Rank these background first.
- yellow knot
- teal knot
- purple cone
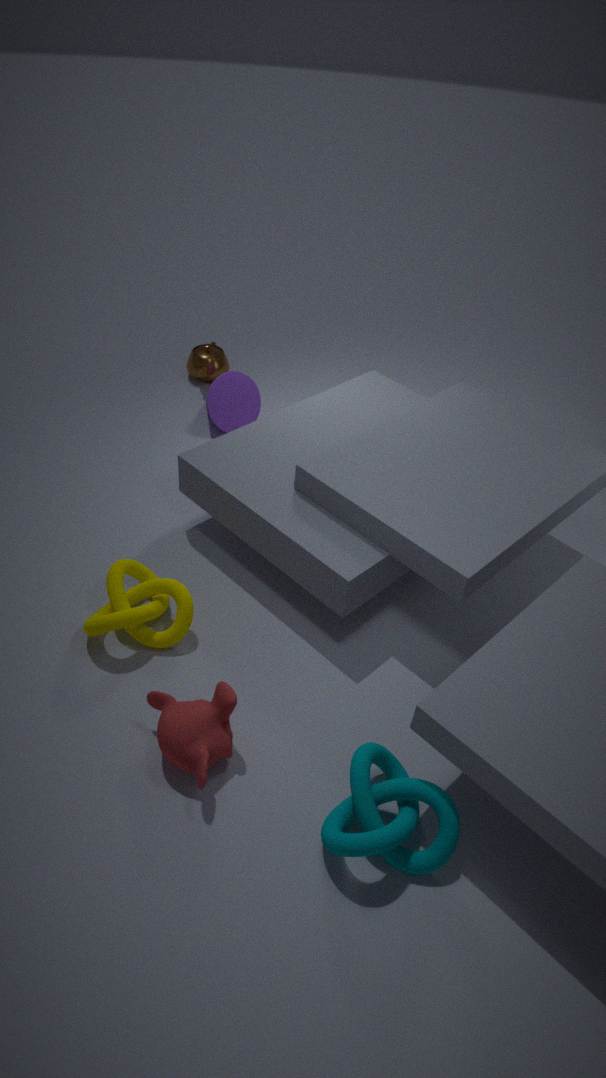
purple cone
yellow knot
teal knot
